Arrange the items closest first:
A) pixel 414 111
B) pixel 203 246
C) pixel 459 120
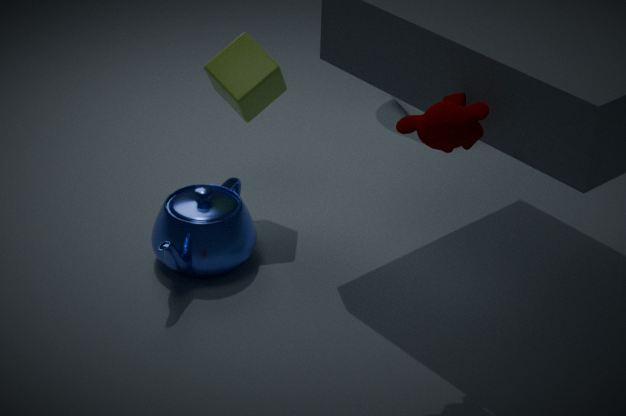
pixel 459 120 → pixel 203 246 → pixel 414 111
